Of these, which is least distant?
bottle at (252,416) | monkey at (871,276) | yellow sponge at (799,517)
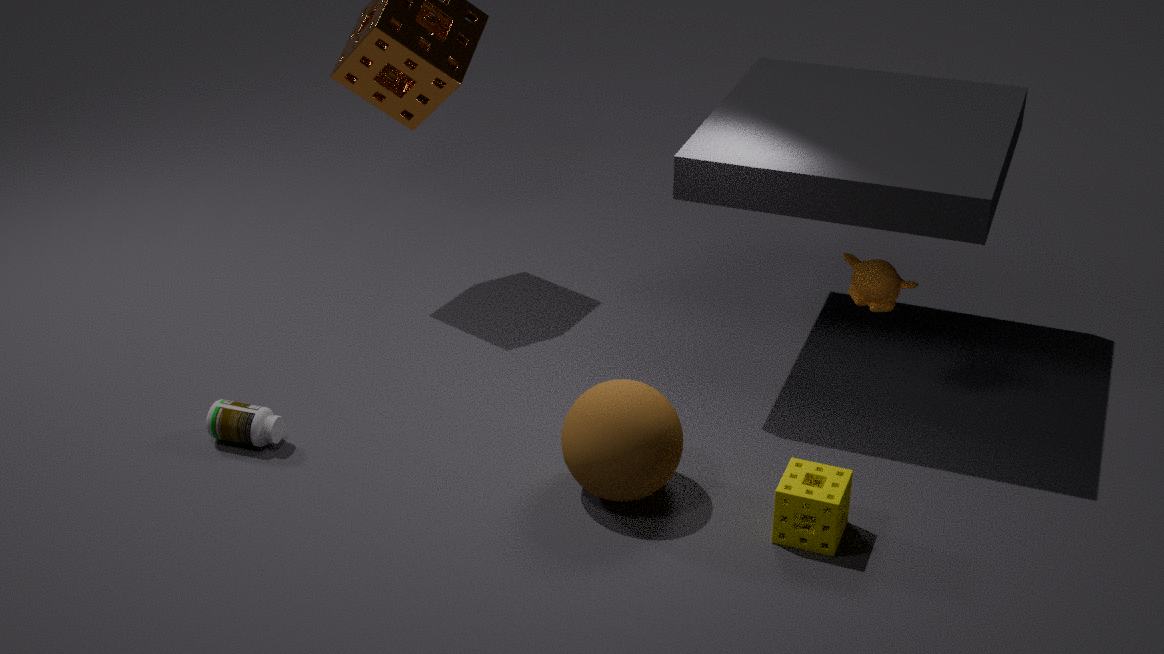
yellow sponge at (799,517)
